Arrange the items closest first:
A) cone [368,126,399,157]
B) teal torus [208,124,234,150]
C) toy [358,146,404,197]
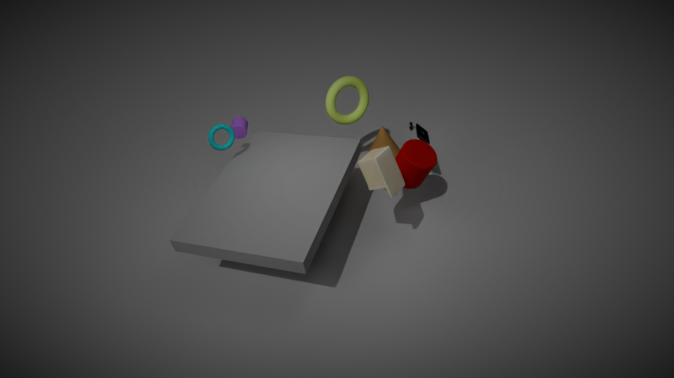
toy [358,146,404,197], teal torus [208,124,234,150], cone [368,126,399,157]
